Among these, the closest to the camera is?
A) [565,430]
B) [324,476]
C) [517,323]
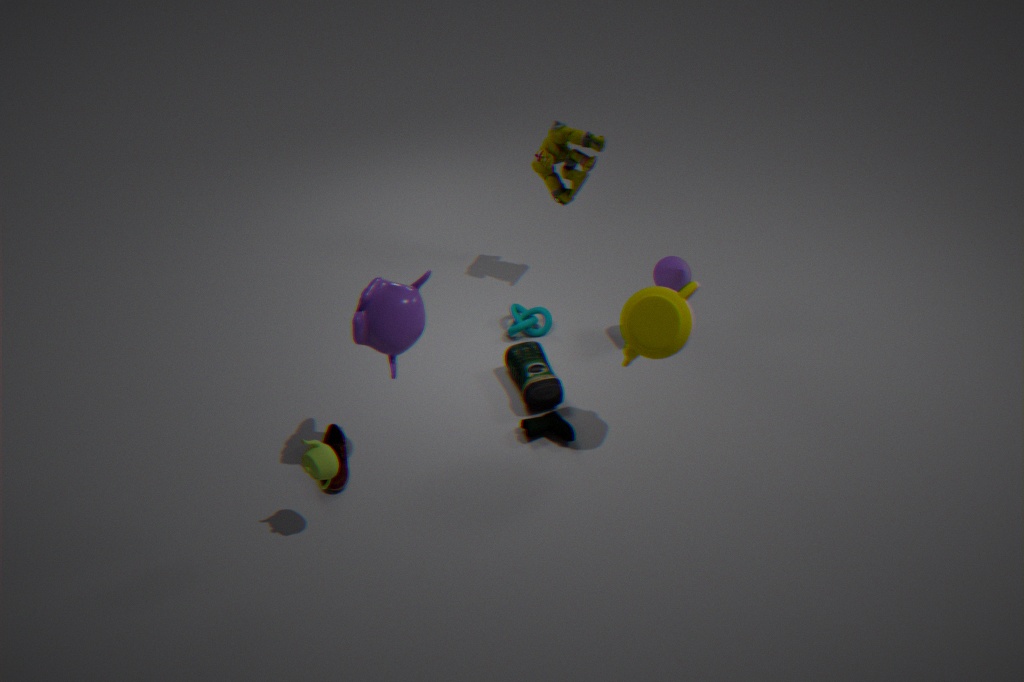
[324,476]
